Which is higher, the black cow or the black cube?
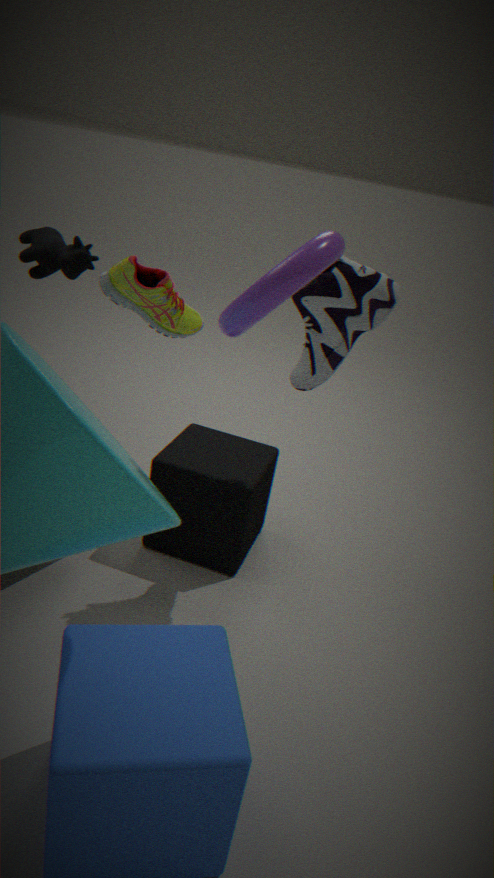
the black cow
